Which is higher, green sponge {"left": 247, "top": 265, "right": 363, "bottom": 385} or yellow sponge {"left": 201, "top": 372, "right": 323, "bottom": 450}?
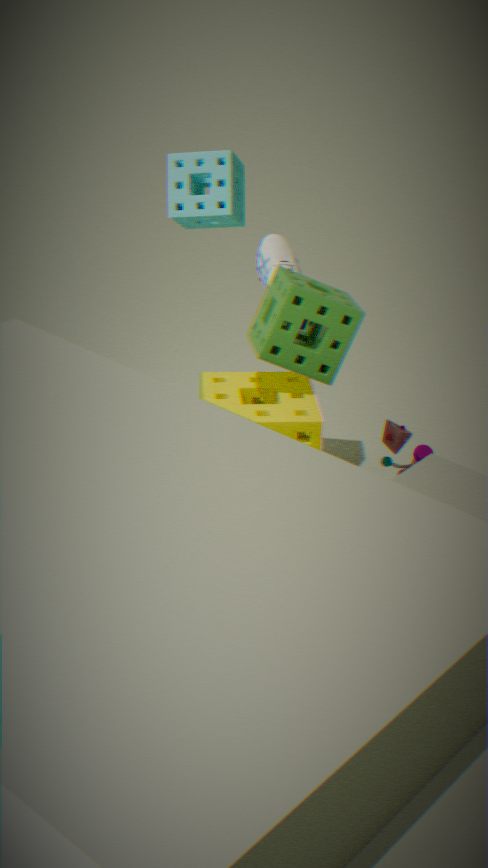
green sponge {"left": 247, "top": 265, "right": 363, "bottom": 385}
